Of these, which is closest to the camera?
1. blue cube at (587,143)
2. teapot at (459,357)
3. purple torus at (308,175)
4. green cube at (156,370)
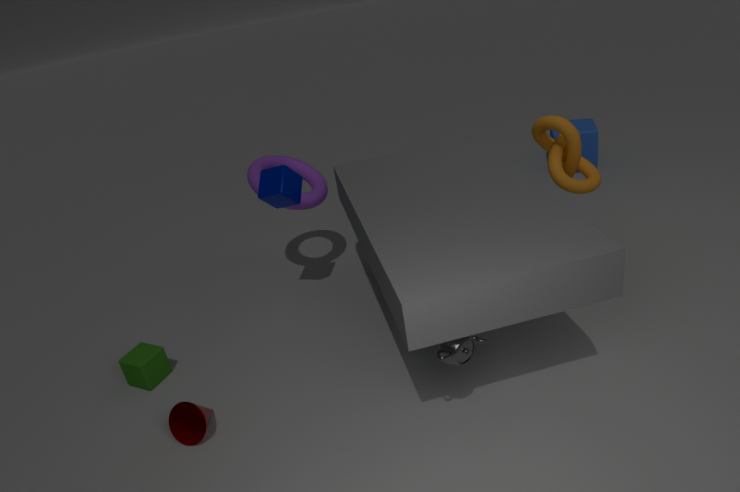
teapot at (459,357)
